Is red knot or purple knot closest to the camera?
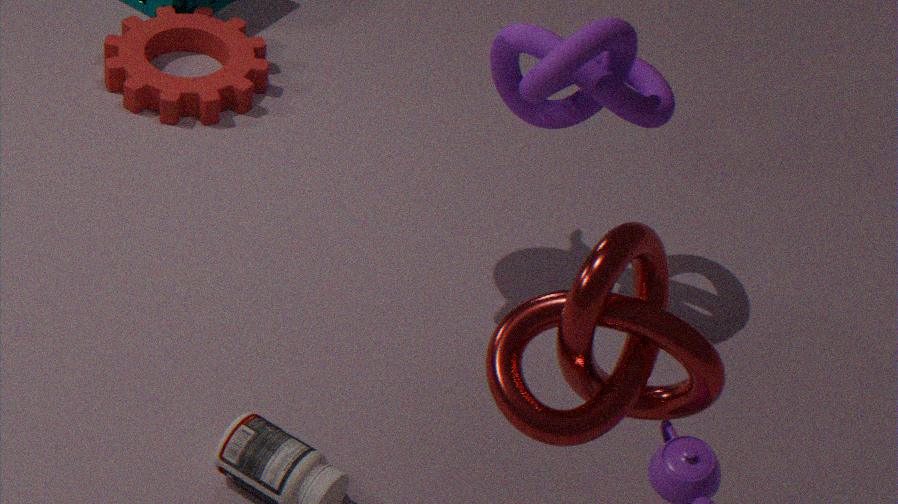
red knot
